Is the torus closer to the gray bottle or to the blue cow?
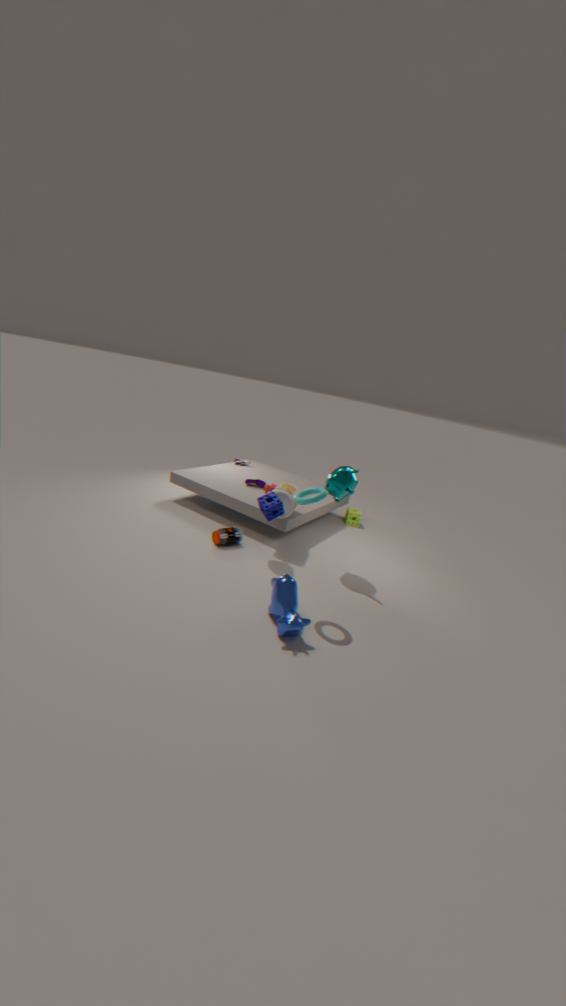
the blue cow
